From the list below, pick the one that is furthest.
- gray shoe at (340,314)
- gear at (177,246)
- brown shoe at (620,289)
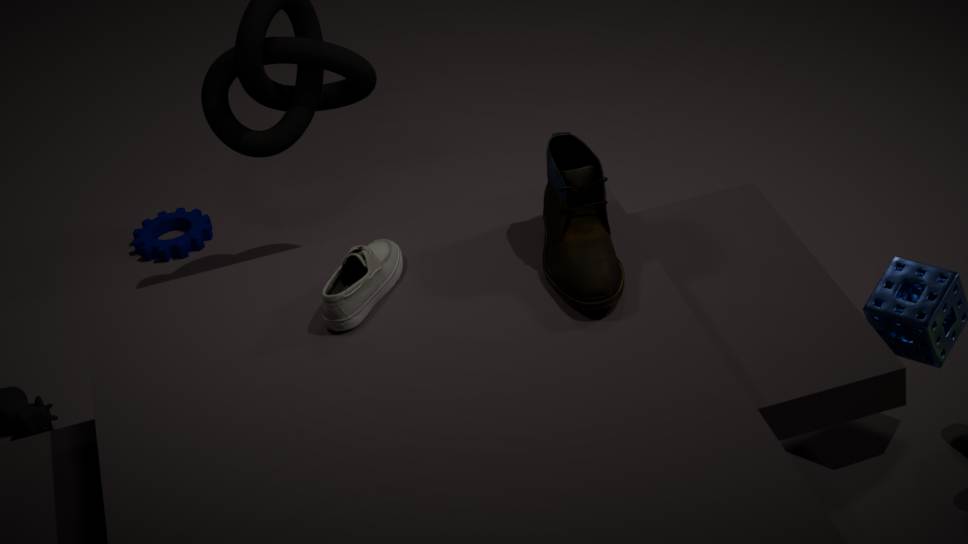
gear at (177,246)
